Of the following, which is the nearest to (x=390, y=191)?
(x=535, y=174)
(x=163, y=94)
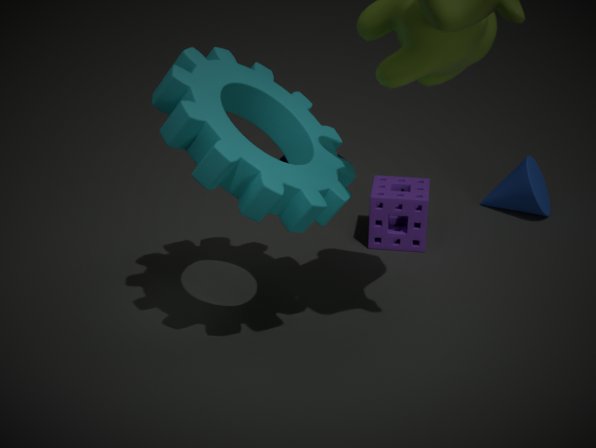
(x=535, y=174)
